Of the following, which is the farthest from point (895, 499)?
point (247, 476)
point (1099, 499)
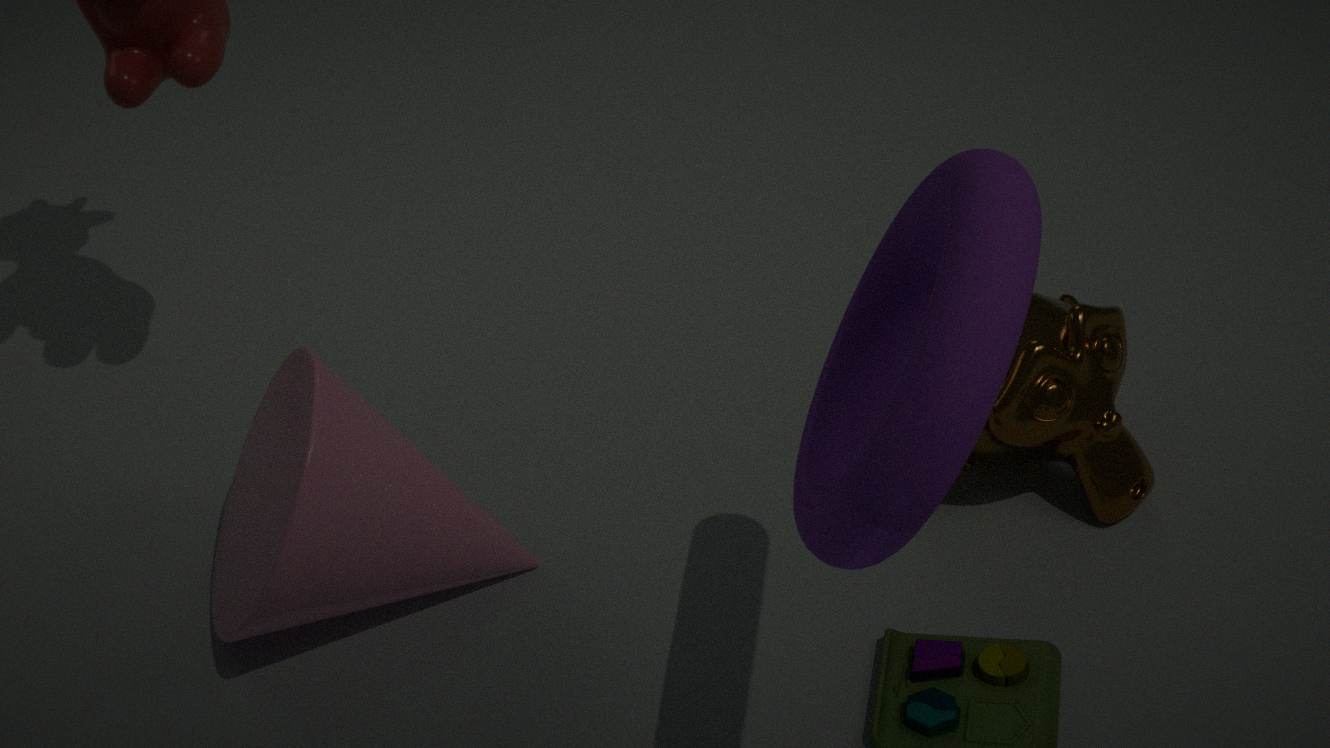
point (247, 476)
